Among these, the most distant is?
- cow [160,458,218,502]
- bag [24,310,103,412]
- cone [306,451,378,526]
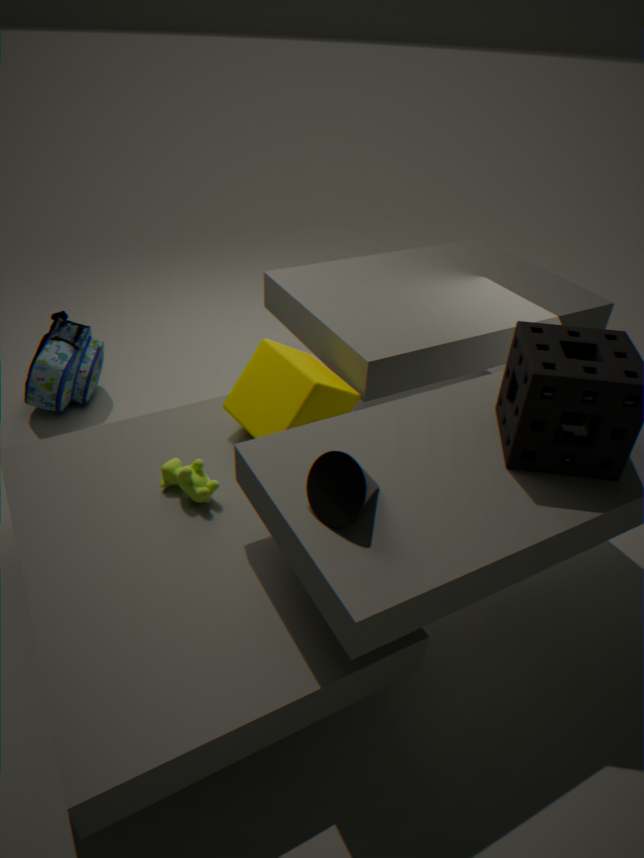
bag [24,310,103,412]
